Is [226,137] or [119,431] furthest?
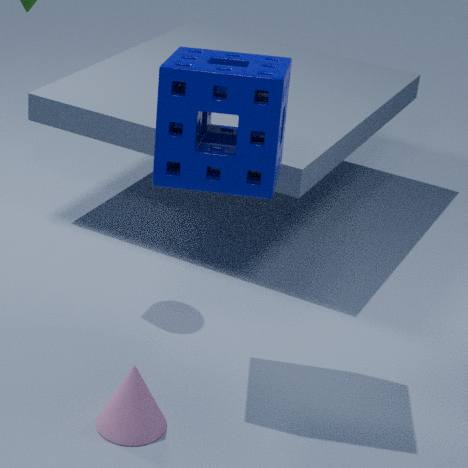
[226,137]
